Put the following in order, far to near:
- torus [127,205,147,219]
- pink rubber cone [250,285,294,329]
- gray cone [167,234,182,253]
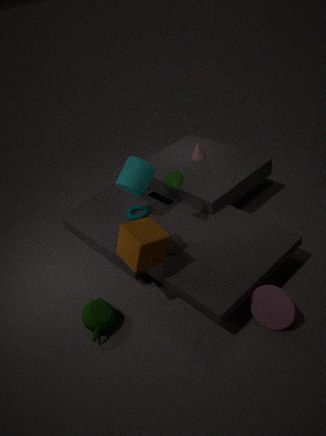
torus [127,205,147,219]
gray cone [167,234,182,253]
pink rubber cone [250,285,294,329]
